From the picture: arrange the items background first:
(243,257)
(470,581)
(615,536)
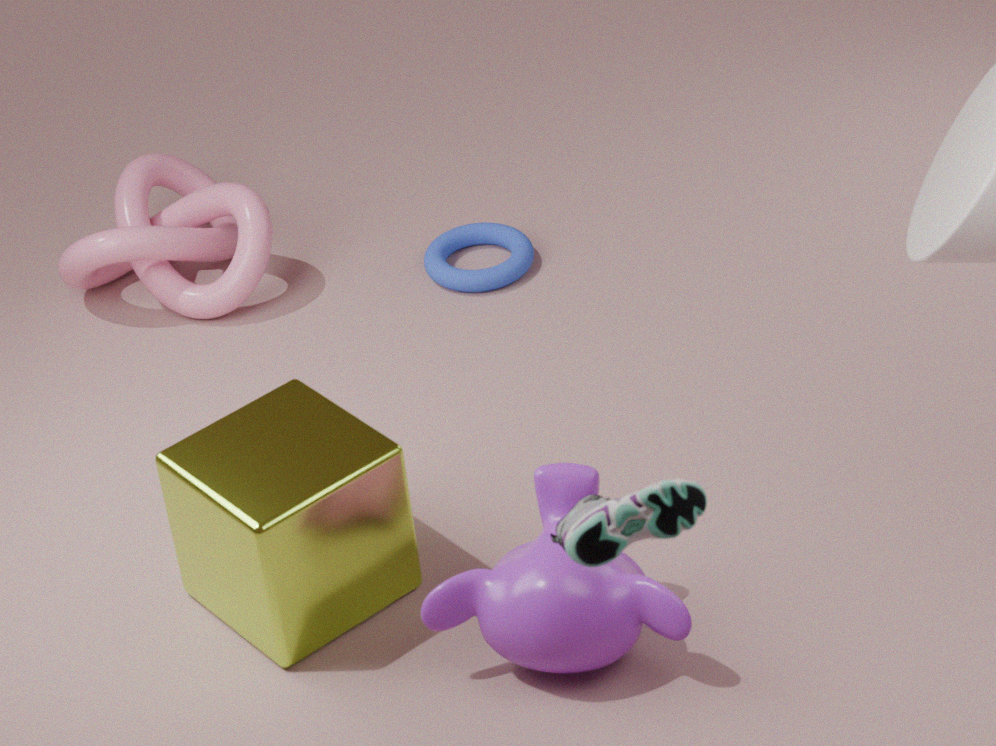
(243,257), (470,581), (615,536)
